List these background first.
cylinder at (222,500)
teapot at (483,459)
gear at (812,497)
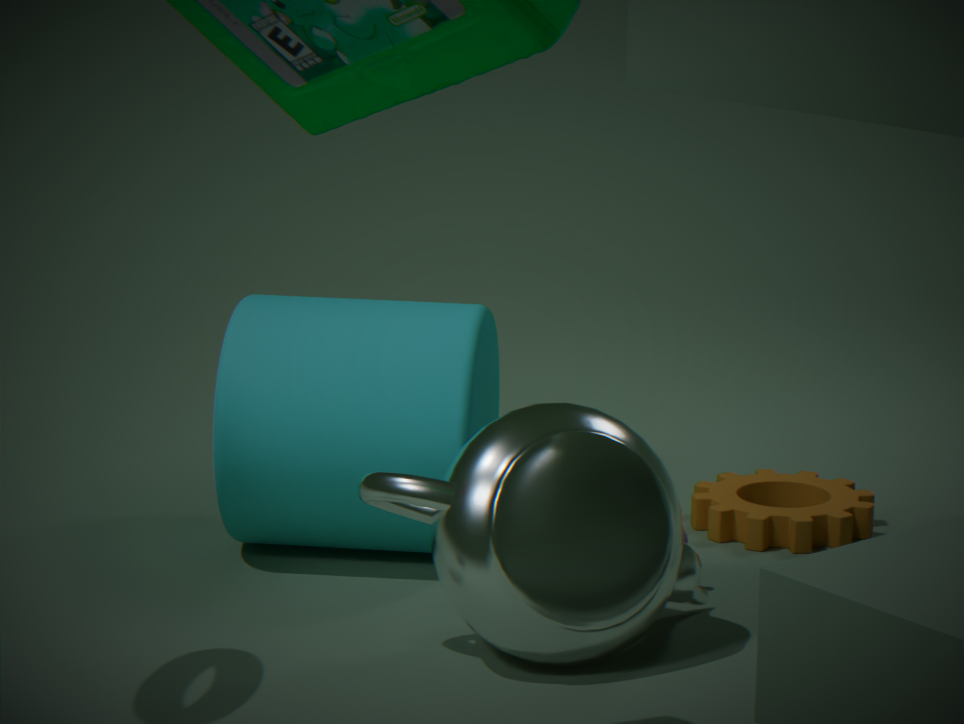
gear at (812,497), cylinder at (222,500), teapot at (483,459)
